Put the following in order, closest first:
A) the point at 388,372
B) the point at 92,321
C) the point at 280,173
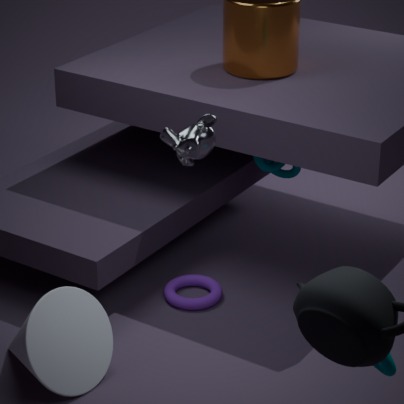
the point at 388,372, the point at 92,321, the point at 280,173
